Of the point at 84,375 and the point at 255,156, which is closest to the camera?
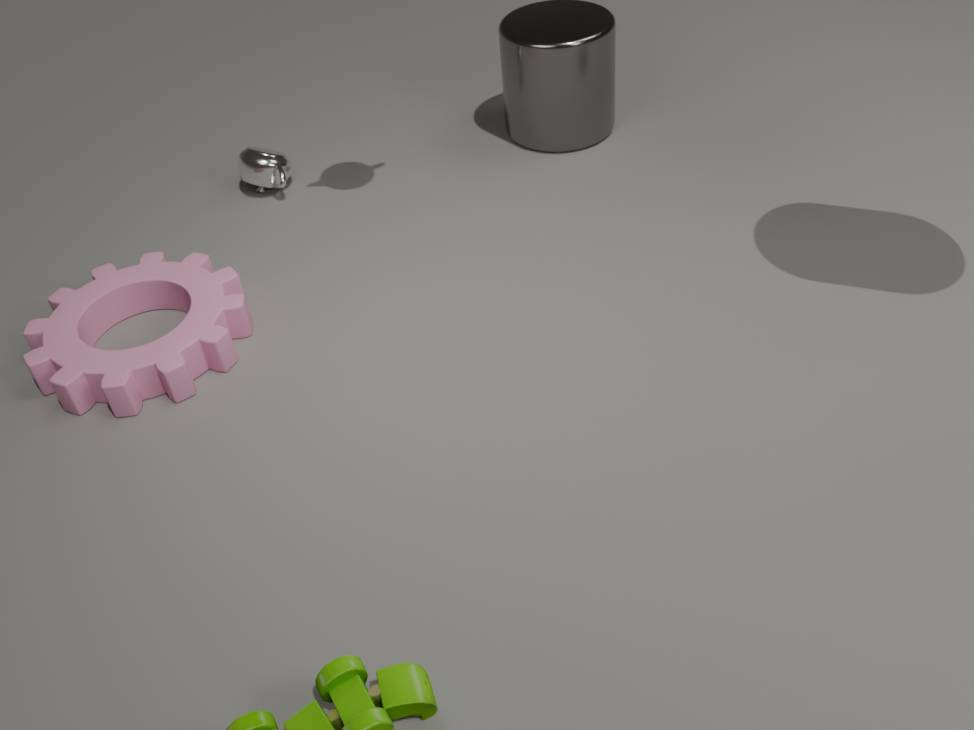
the point at 84,375
